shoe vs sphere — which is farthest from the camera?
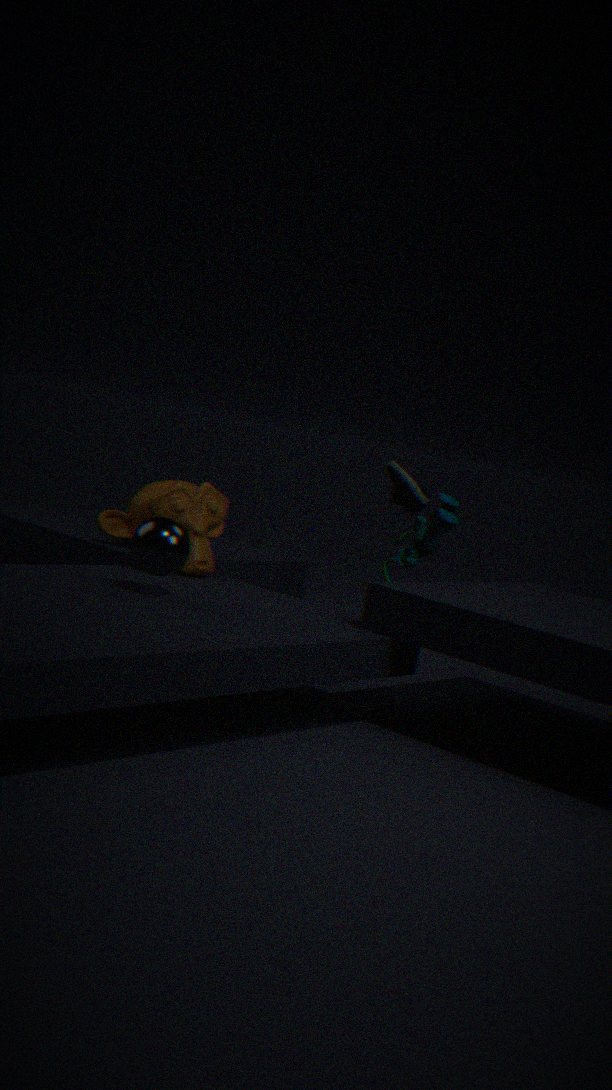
shoe
